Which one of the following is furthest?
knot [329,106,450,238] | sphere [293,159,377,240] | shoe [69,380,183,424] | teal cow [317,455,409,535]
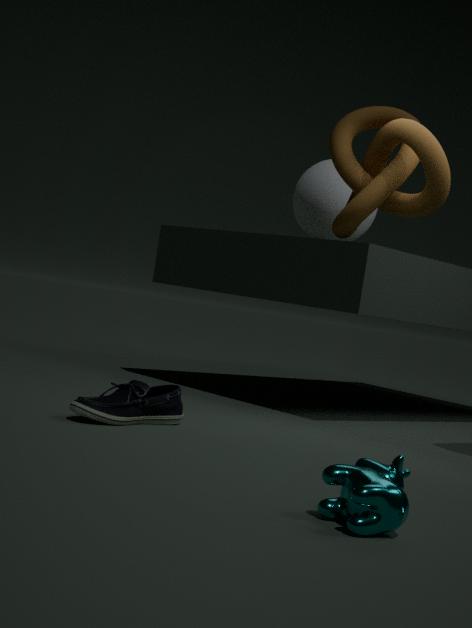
sphere [293,159,377,240]
